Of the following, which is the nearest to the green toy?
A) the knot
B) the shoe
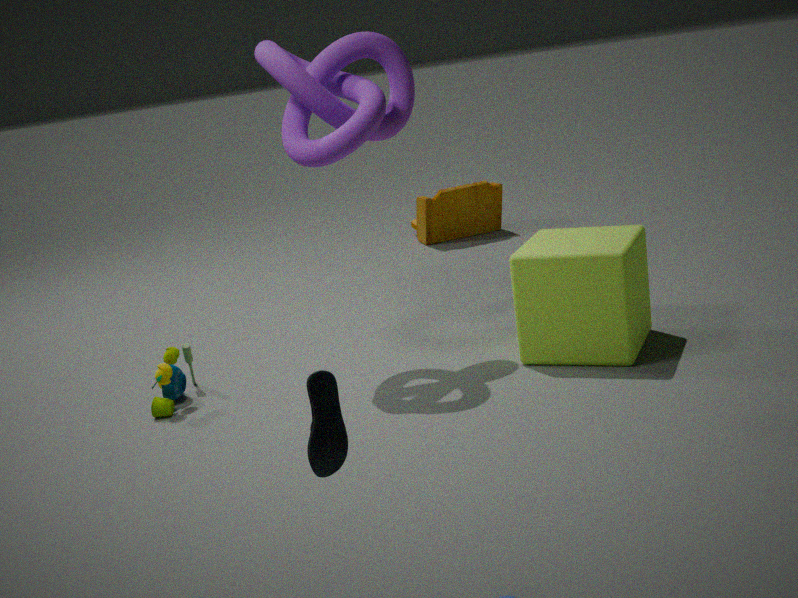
the knot
